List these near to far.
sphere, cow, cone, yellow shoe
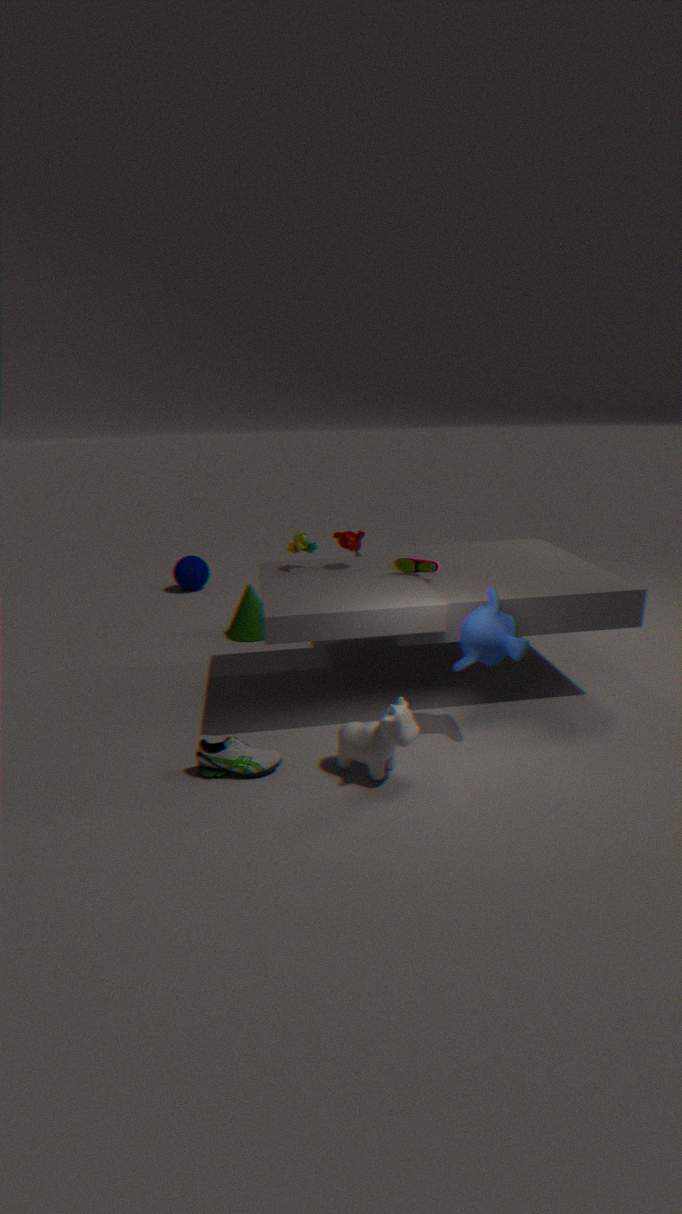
cow
yellow shoe
cone
sphere
